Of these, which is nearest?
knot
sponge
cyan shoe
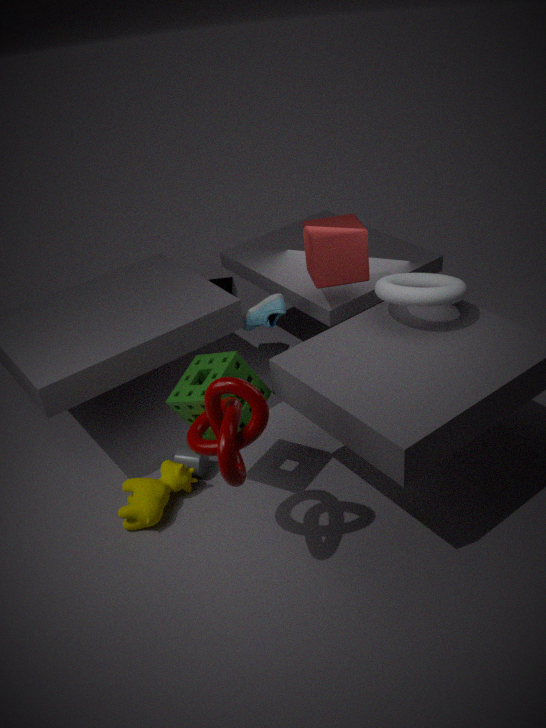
knot
